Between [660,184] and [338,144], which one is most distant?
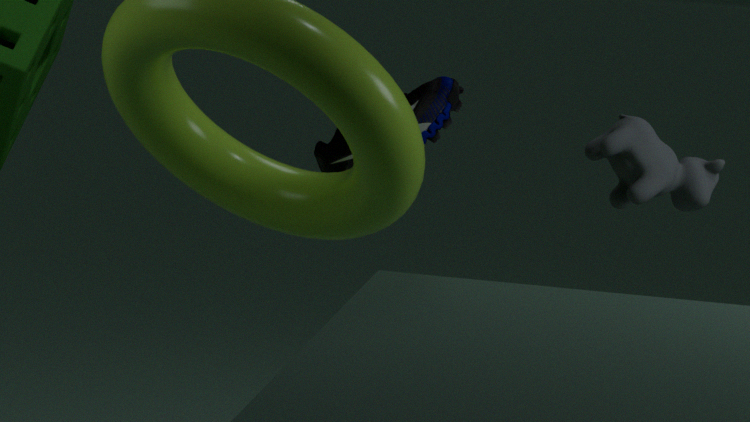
[660,184]
